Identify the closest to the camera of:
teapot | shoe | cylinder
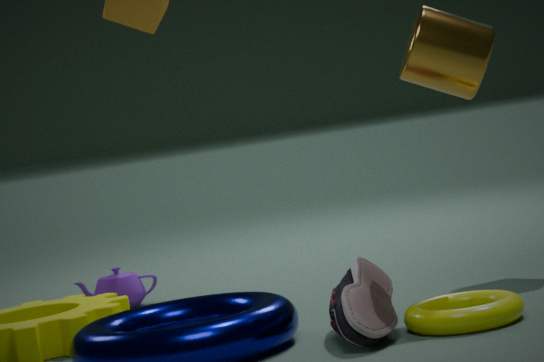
shoe
